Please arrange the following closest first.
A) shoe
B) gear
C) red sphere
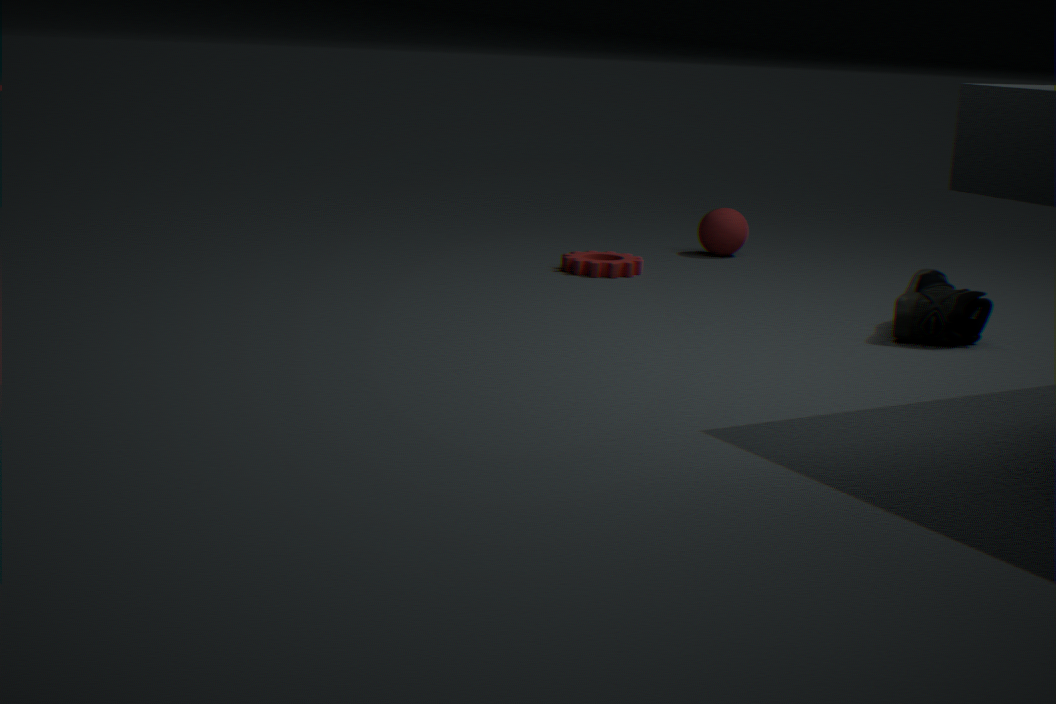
1. shoe
2. gear
3. red sphere
